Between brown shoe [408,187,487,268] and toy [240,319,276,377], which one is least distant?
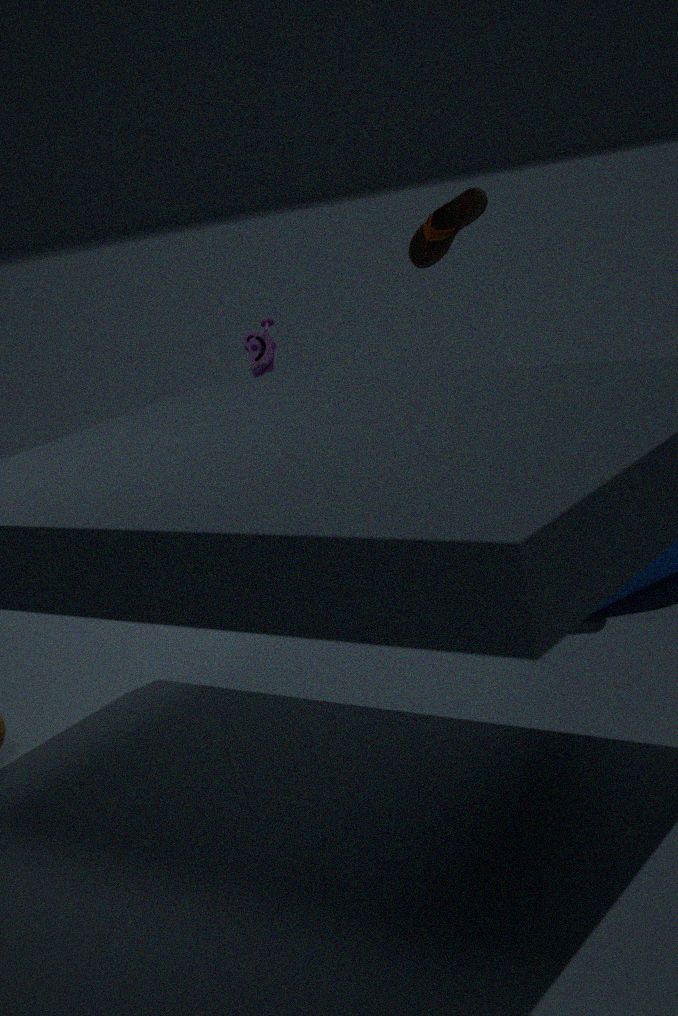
brown shoe [408,187,487,268]
